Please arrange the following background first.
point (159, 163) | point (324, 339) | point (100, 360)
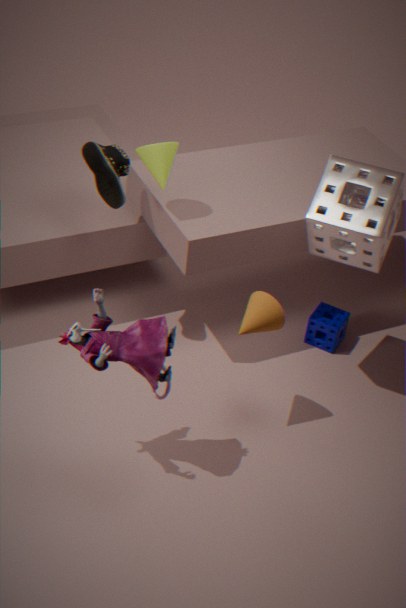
point (324, 339) → point (159, 163) → point (100, 360)
